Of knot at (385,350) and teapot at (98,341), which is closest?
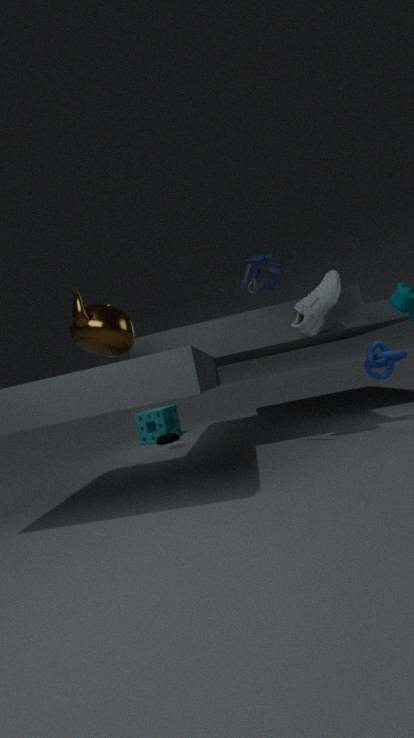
teapot at (98,341)
